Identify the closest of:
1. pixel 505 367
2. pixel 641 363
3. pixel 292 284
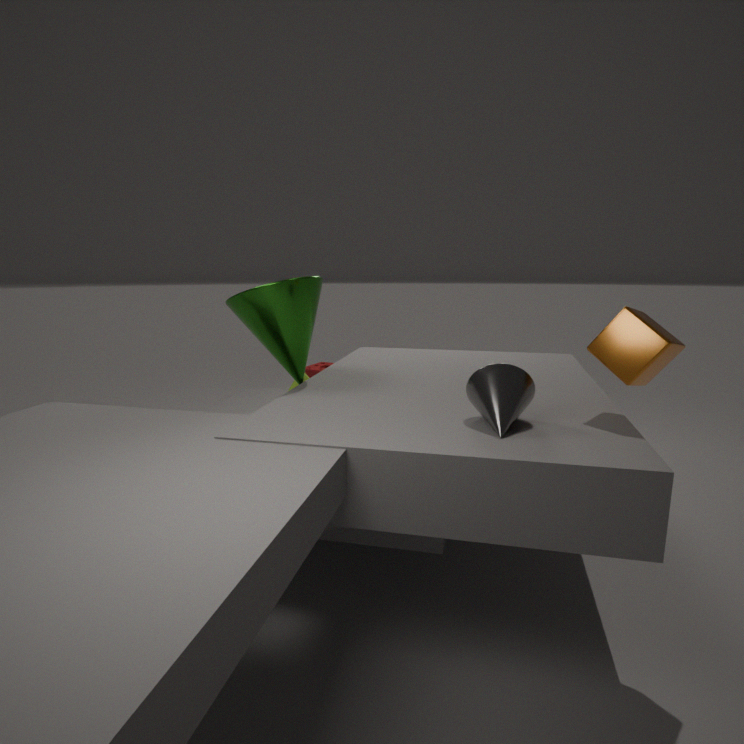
pixel 641 363
